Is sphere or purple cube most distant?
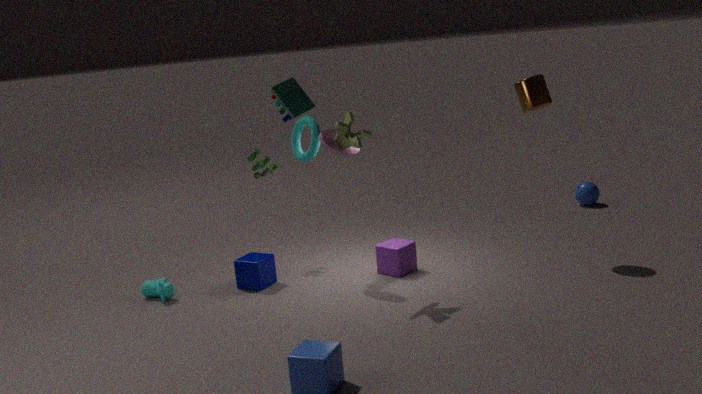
sphere
